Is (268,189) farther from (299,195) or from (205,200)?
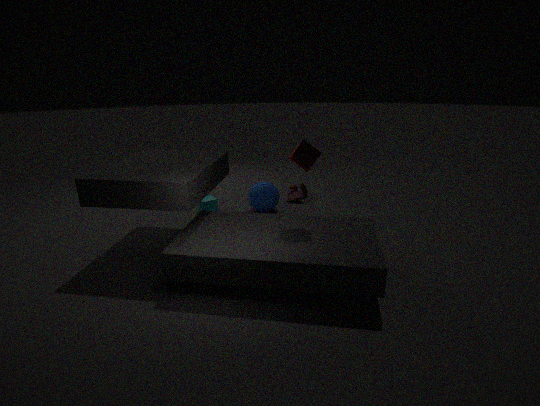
(205,200)
